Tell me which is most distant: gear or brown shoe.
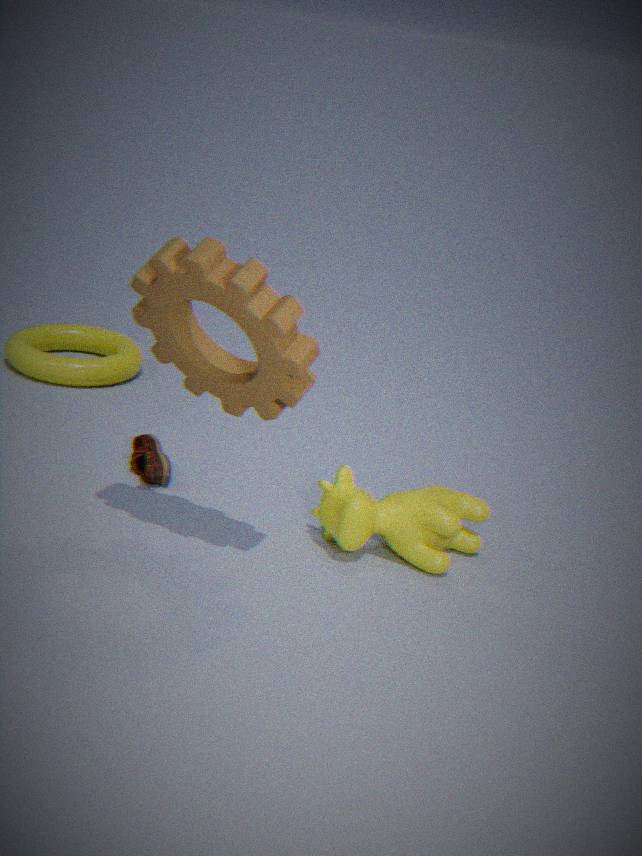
brown shoe
